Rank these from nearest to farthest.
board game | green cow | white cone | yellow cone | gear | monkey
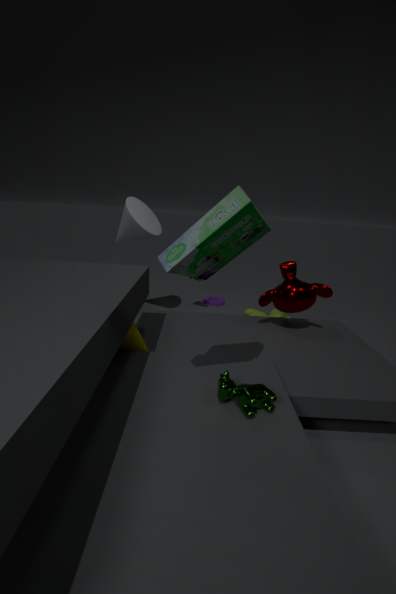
board game < green cow < yellow cone < monkey < white cone < gear
